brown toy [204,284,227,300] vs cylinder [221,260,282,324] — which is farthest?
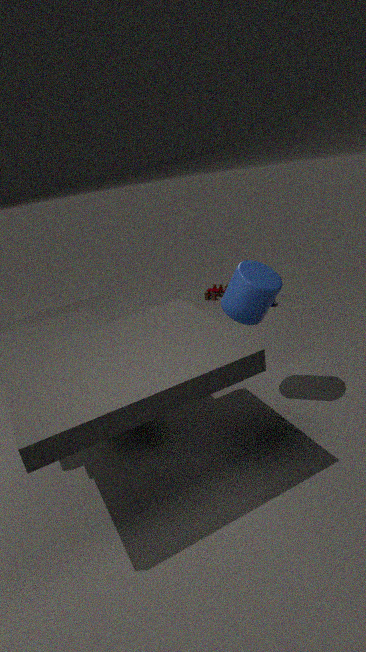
brown toy [204,284,227,300]
